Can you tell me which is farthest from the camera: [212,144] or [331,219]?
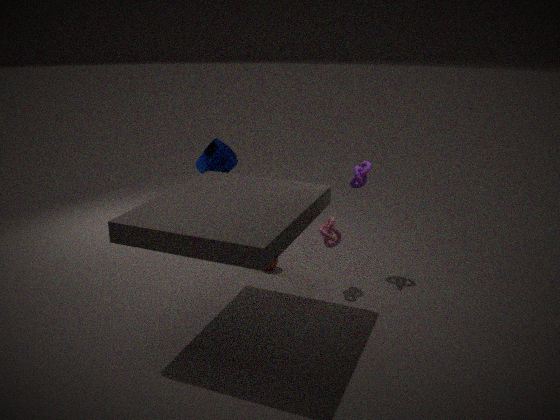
[212,144]
